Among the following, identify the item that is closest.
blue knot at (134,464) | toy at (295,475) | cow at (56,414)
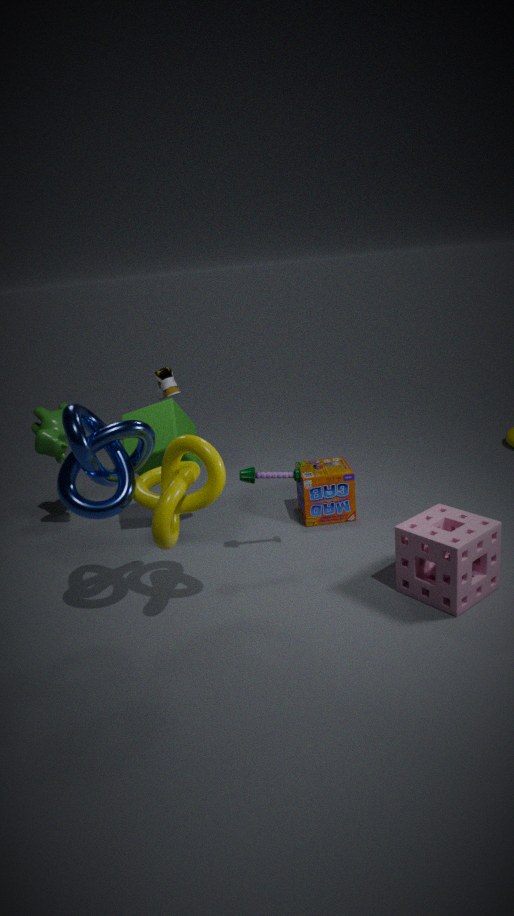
blue knot at (134,464)
